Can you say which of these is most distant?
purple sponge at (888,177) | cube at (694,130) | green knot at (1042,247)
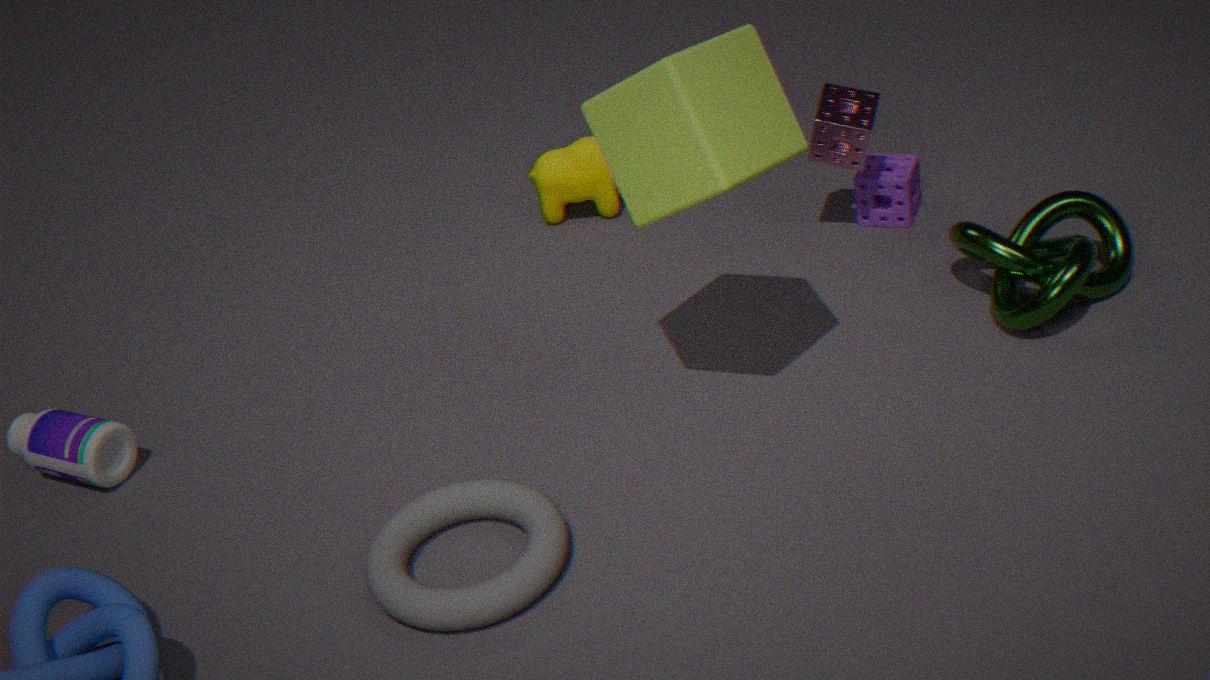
purple sponge at (888,177)
